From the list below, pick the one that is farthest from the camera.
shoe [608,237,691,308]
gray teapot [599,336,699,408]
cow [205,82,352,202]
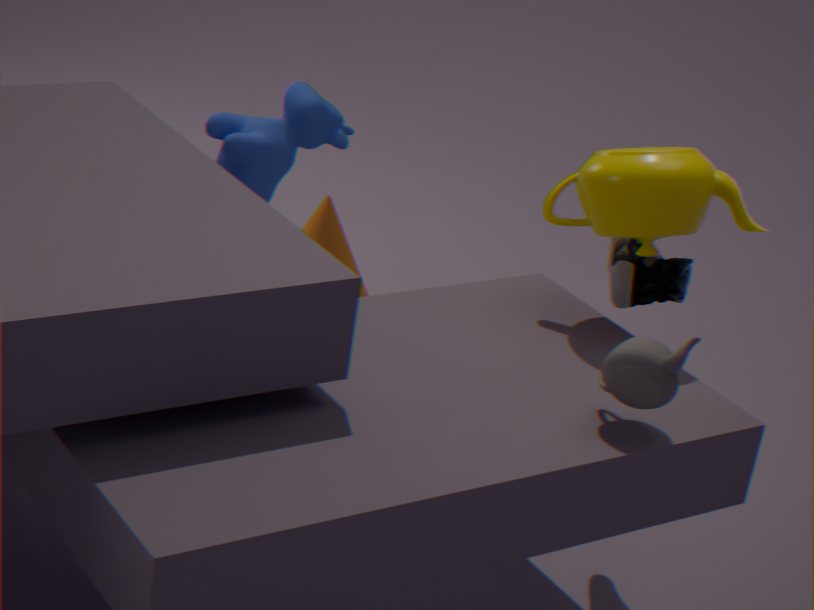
cow [205,82,352,202]
